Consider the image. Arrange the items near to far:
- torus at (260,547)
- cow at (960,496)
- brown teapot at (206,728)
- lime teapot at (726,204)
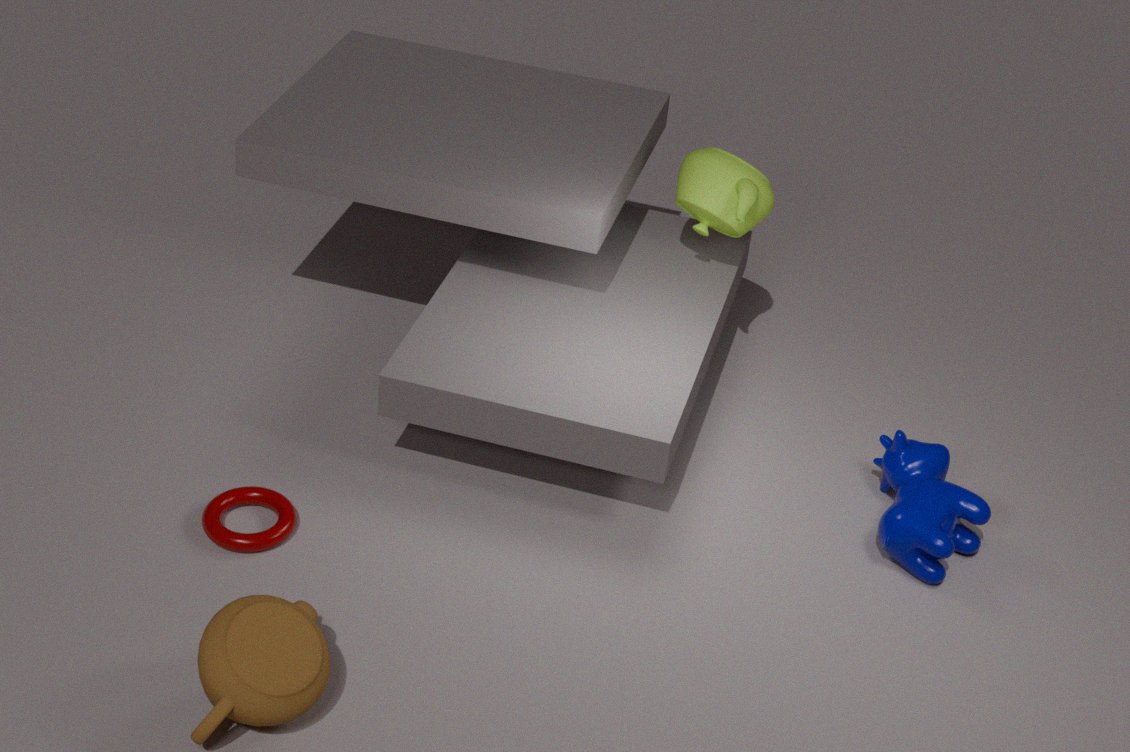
1. brown teapot at (206,728)
2. torus at (260,547)
3. cow at (960,496)
4. lime teapot at (726,204)
